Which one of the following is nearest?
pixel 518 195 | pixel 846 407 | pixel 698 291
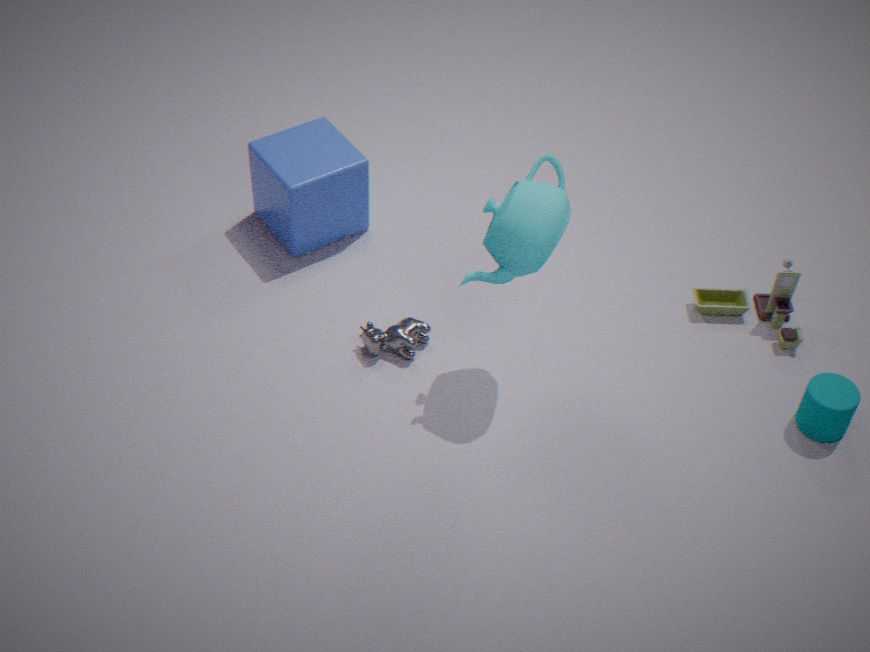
pixel 518 195
